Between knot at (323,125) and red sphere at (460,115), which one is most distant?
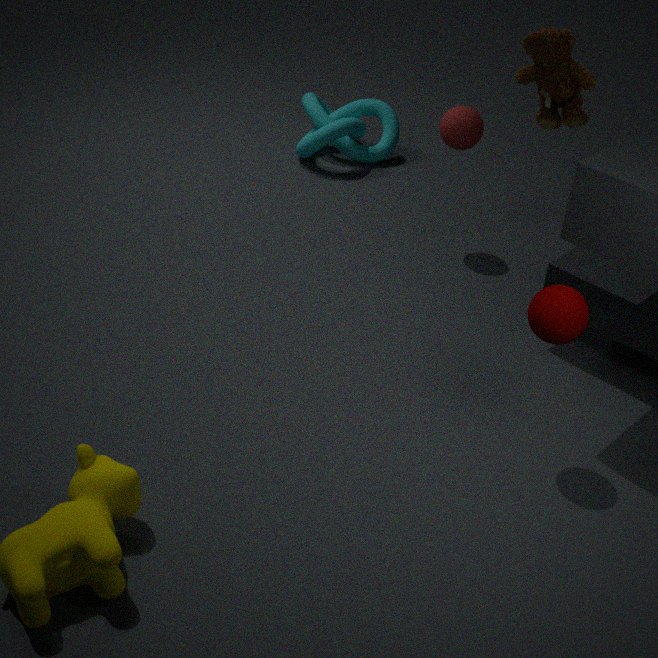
knot at (323,125)
